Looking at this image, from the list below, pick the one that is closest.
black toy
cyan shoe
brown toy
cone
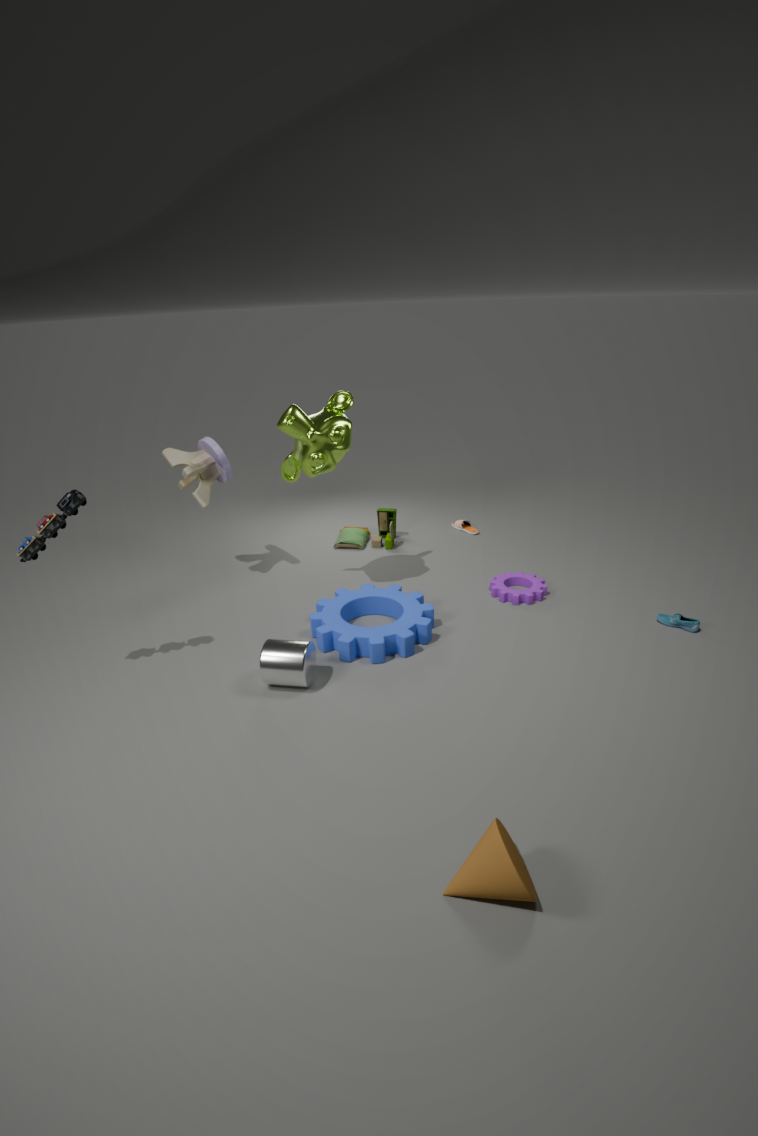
cone
